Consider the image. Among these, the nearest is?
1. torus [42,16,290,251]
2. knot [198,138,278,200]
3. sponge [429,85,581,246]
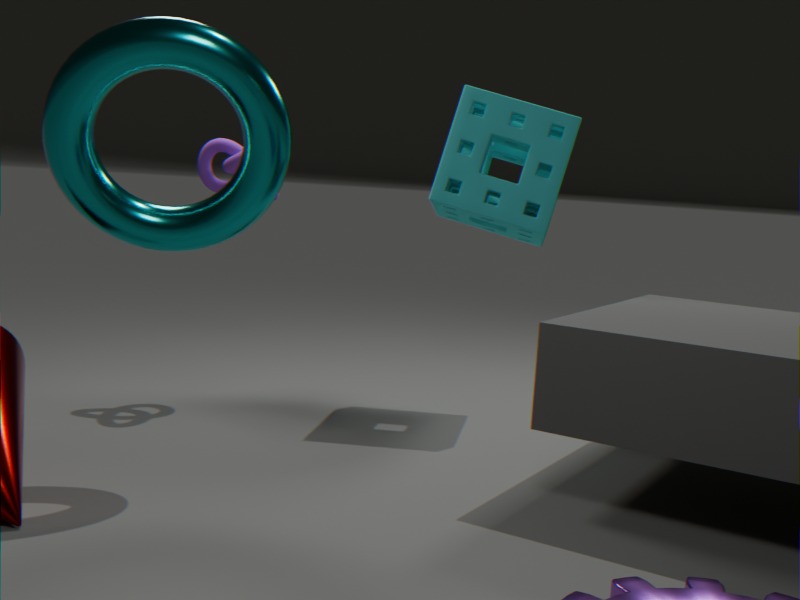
torus [42,16,290,251]
